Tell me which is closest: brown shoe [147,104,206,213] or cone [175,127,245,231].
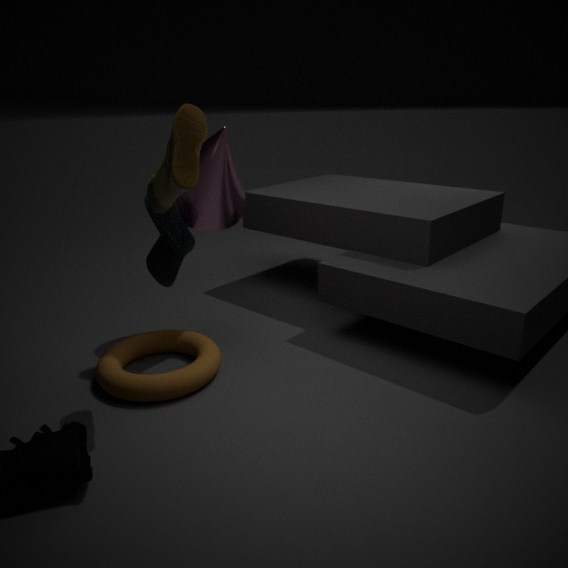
brown shoe [147,104,206,213]
